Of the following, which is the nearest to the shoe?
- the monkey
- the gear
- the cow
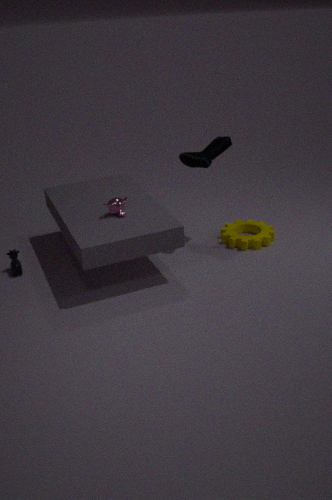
the monkey
